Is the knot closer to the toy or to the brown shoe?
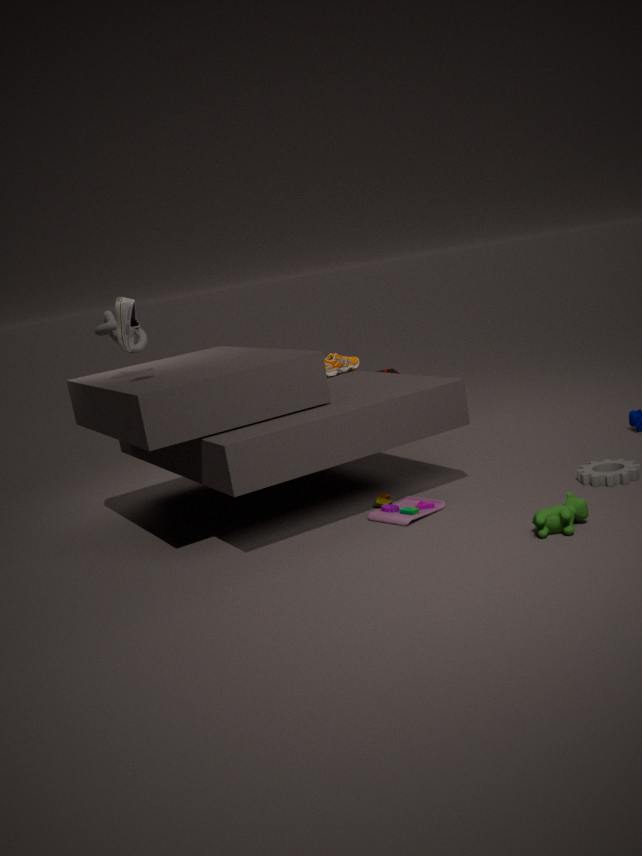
the brown shoe
